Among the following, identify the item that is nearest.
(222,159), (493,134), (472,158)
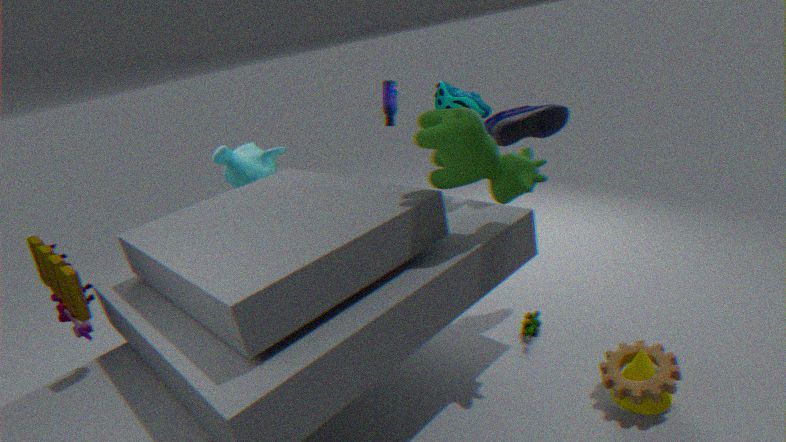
(472,158)
